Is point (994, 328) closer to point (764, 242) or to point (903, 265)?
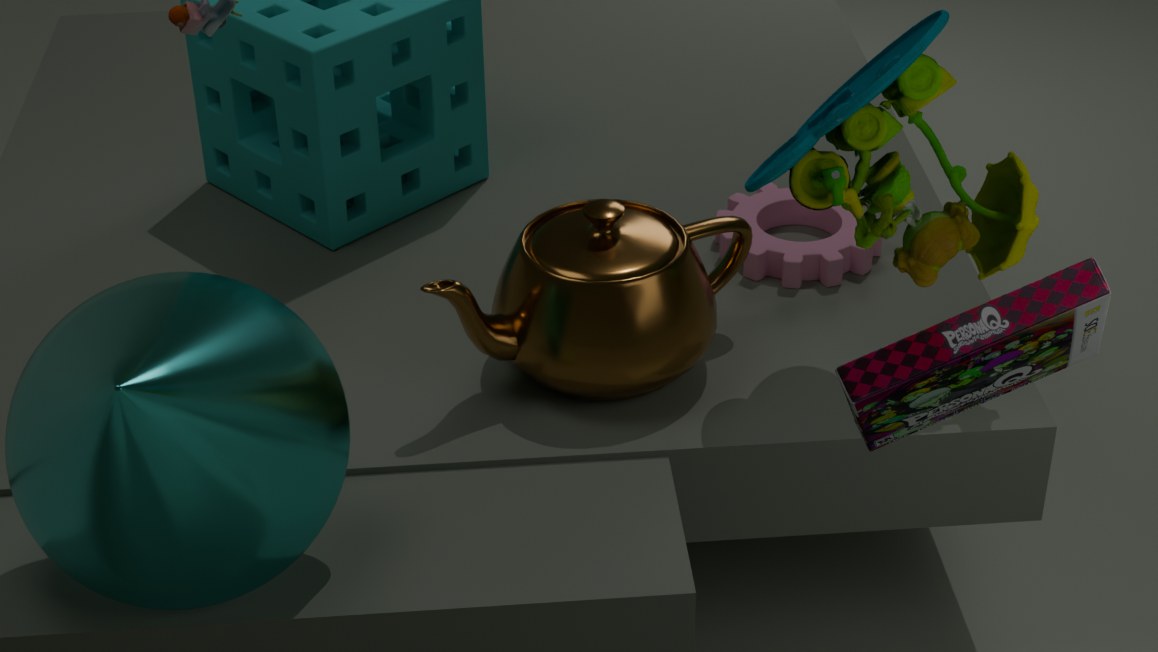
point (903, 265)
